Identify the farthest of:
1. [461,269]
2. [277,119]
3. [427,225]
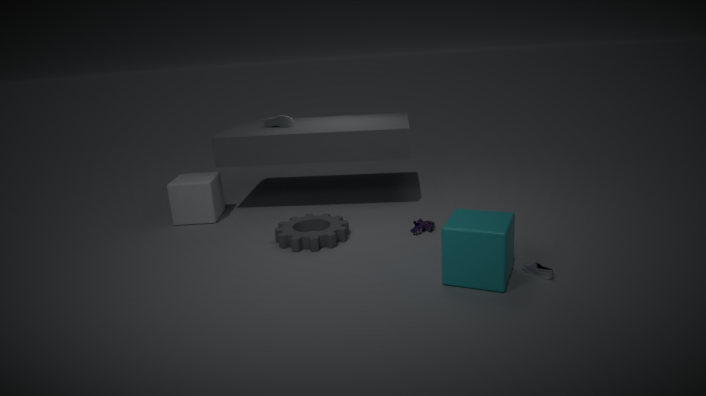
[277,119]
